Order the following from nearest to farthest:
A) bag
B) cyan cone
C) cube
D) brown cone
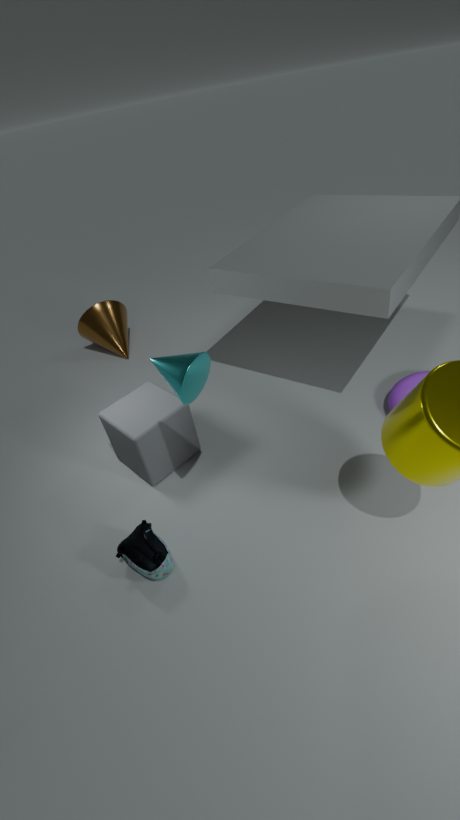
cyan cone
bag
cube
brown cone
